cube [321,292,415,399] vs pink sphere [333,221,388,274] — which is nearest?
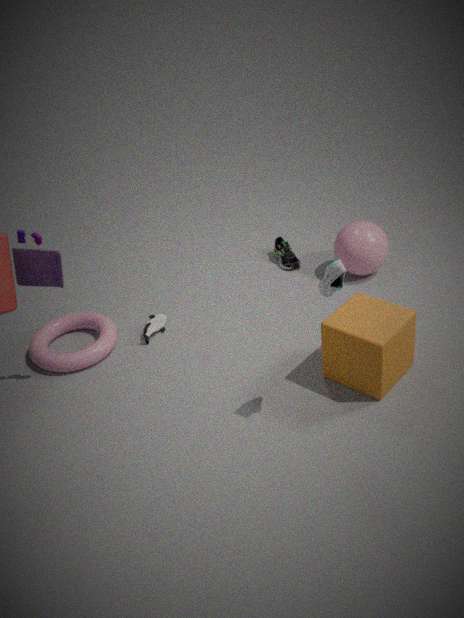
cube [321,292,415,399]
